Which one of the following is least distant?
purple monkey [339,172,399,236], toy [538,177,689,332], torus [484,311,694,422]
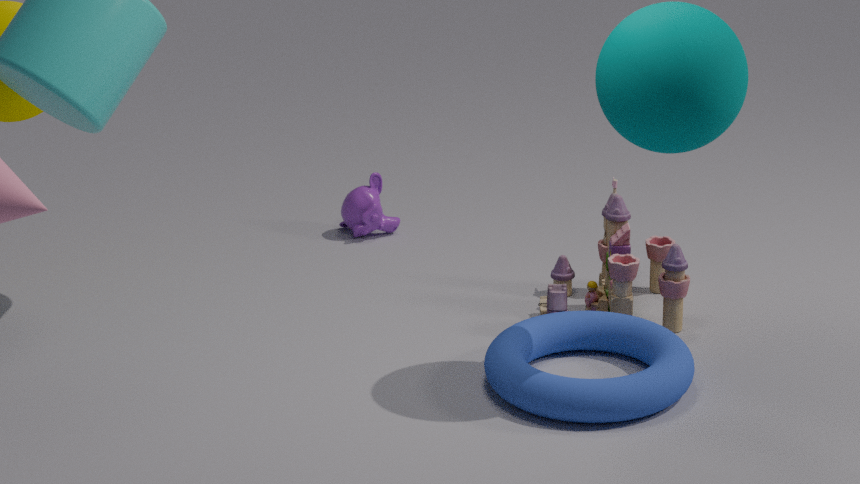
torus [484,311,694,422]
